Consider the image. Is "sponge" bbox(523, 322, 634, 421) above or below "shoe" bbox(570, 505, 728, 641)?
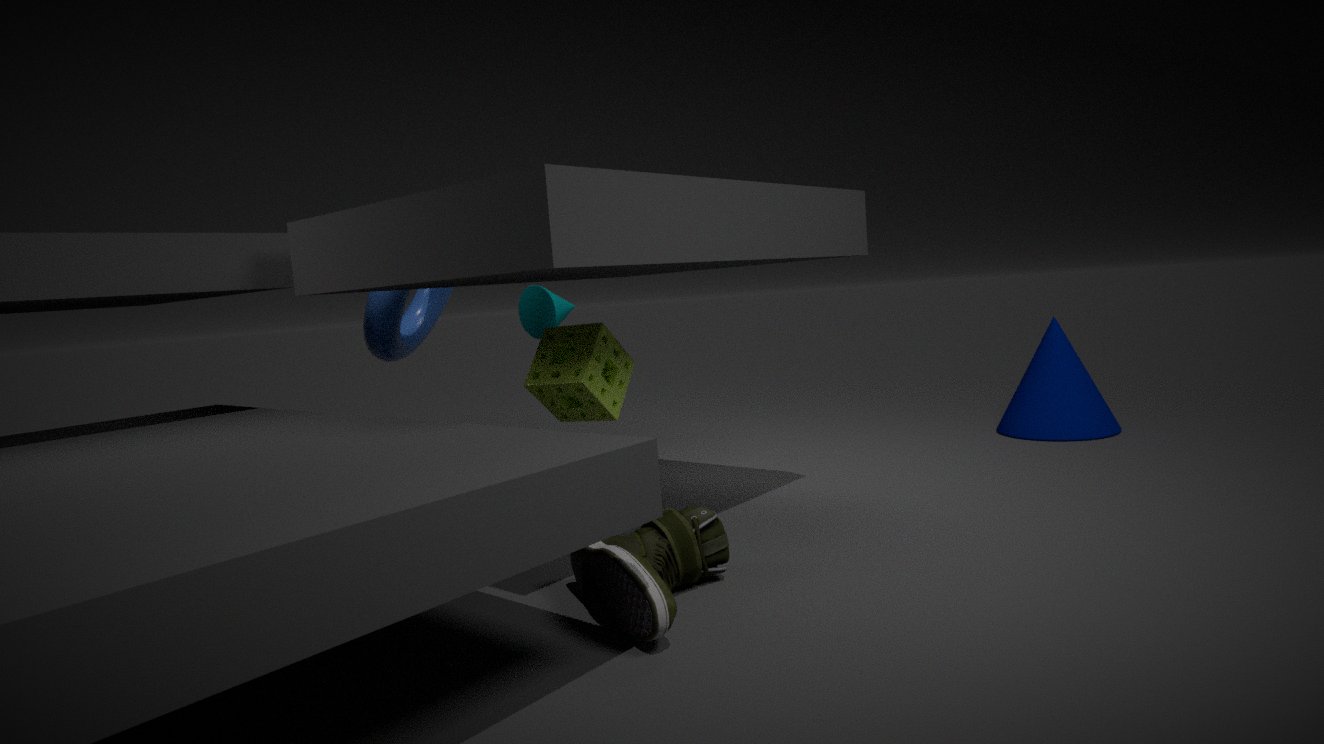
above
